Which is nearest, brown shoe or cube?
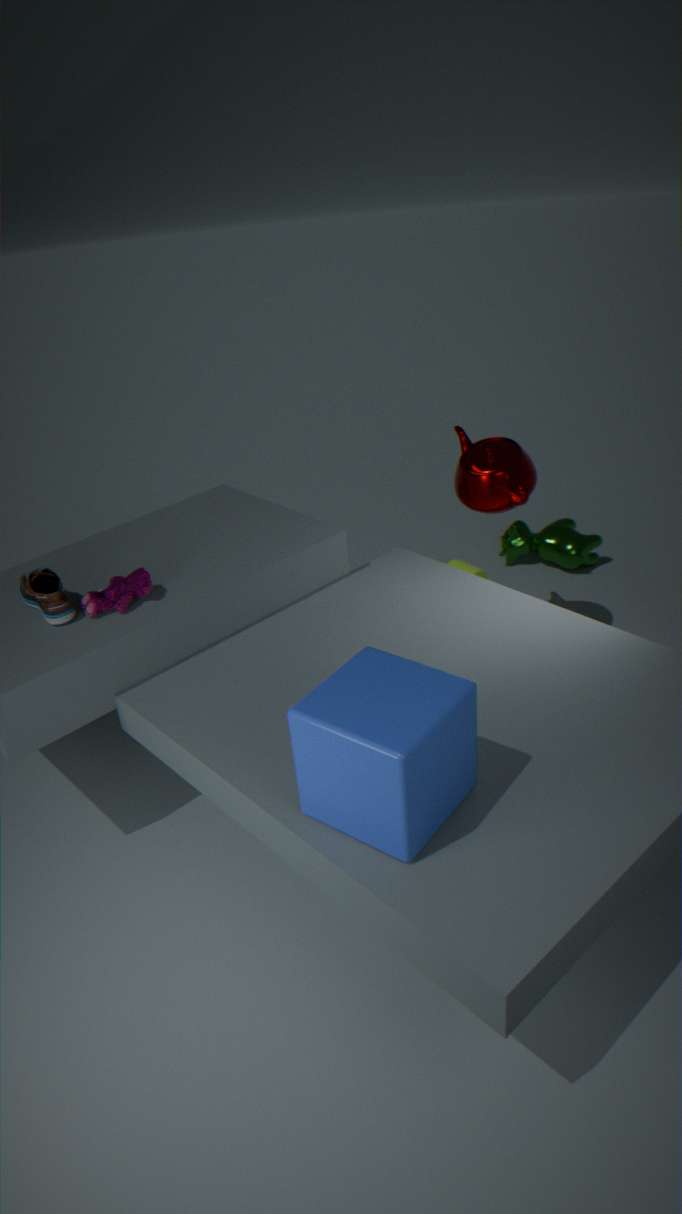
cube
